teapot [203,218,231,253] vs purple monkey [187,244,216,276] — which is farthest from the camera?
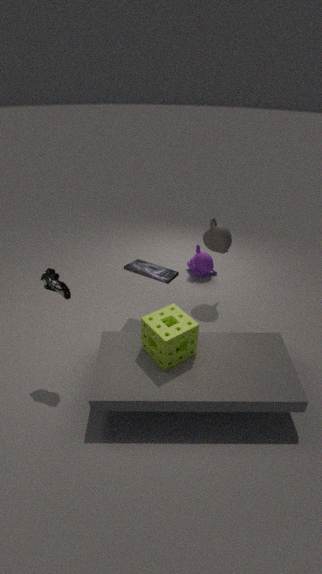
purple monkey [187,244,216,276]
